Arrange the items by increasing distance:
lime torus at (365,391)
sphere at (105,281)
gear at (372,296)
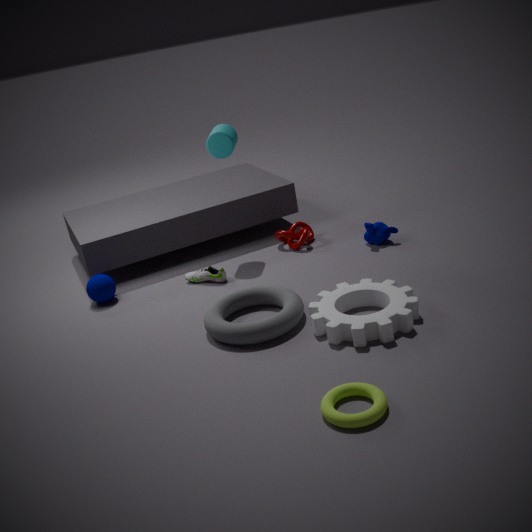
lime torus at (365,391), gear at (372,296), sphere at (105,281)
